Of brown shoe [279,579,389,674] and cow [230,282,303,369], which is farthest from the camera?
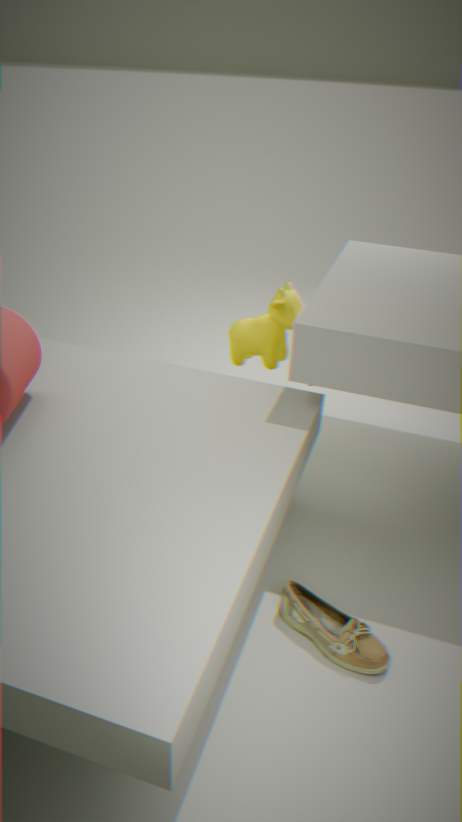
cow [230,282,303,369]
